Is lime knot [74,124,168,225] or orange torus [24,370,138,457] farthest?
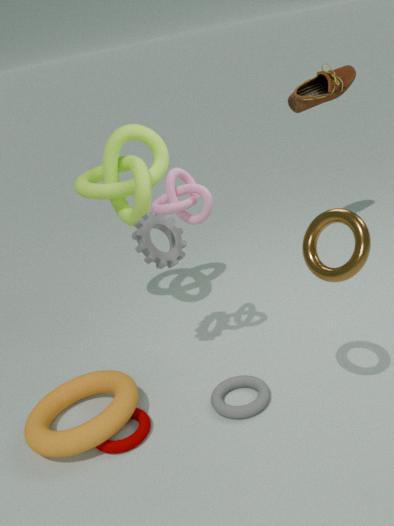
lime knot [74,124,168,225]
